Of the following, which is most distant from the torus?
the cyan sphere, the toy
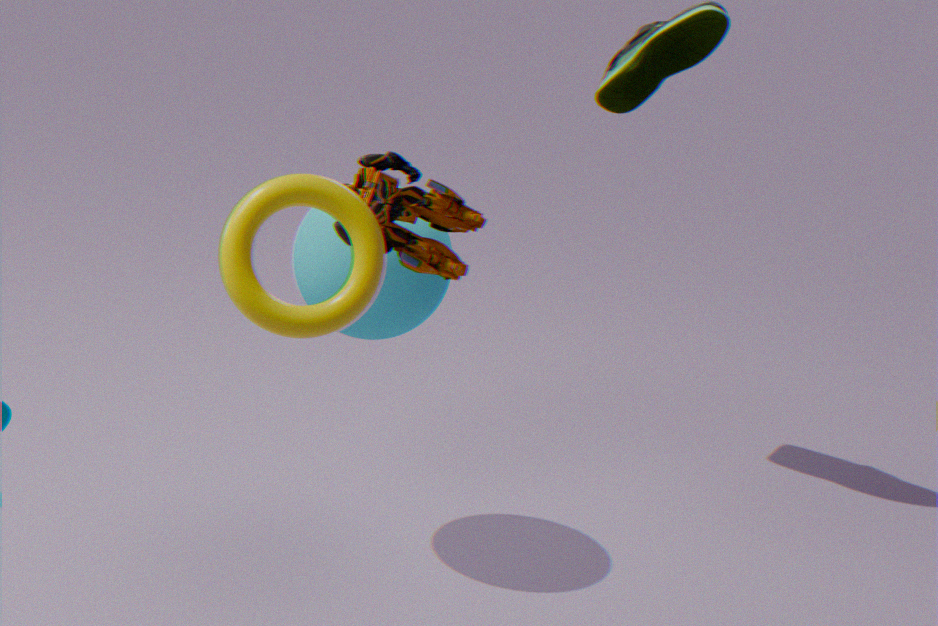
the cyan sphere
